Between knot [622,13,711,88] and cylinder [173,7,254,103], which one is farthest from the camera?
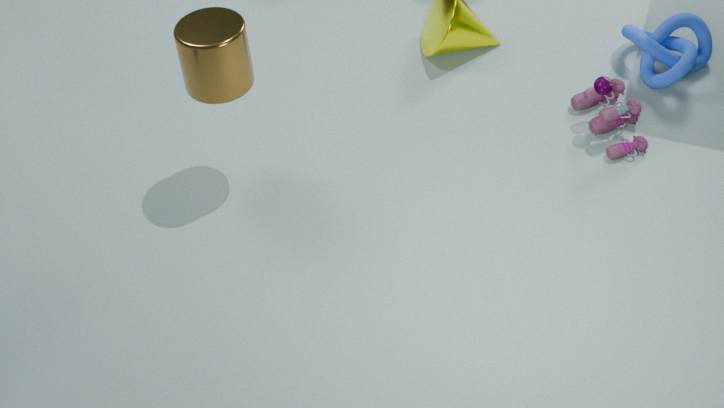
knot [622,13,711,88]
